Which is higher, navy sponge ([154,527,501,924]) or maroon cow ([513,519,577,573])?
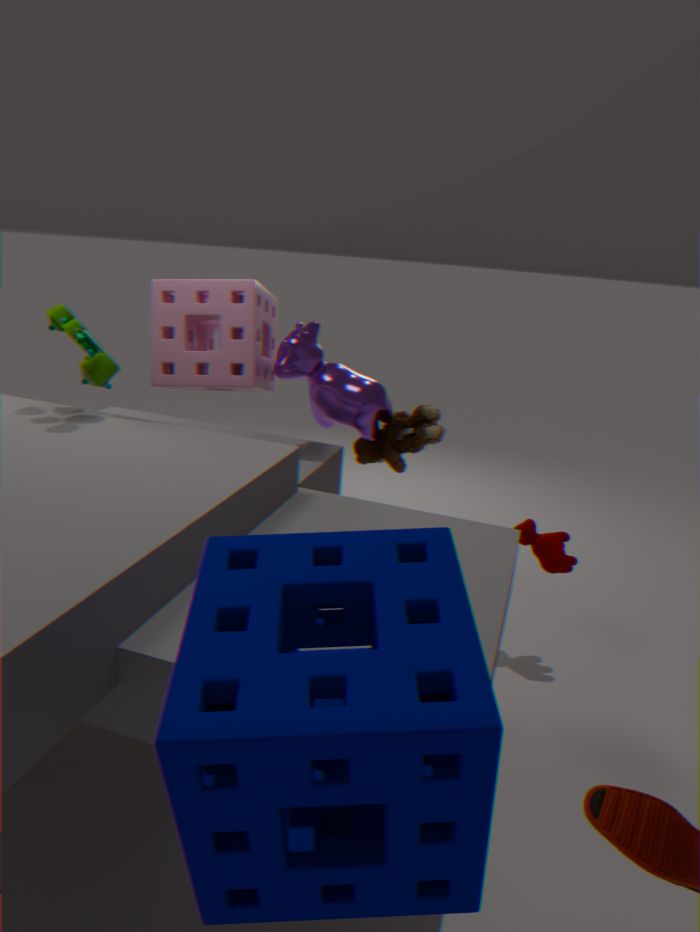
navy sponge ([154,527,501,924])
